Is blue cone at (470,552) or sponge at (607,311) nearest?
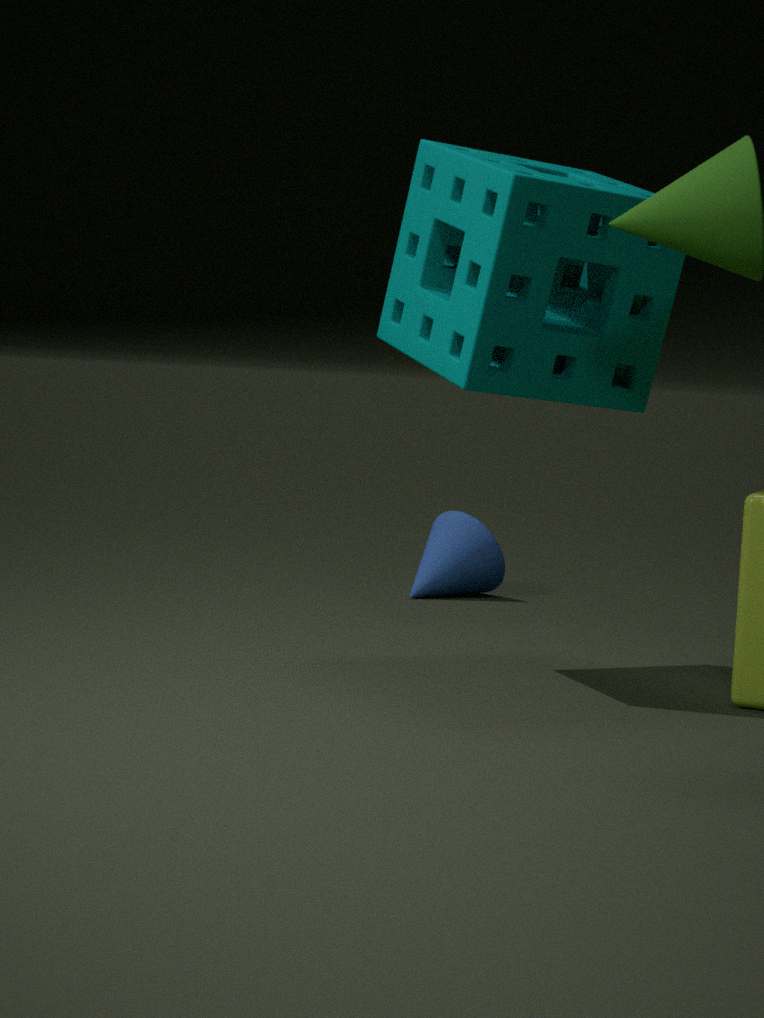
sponge at (607,311)
